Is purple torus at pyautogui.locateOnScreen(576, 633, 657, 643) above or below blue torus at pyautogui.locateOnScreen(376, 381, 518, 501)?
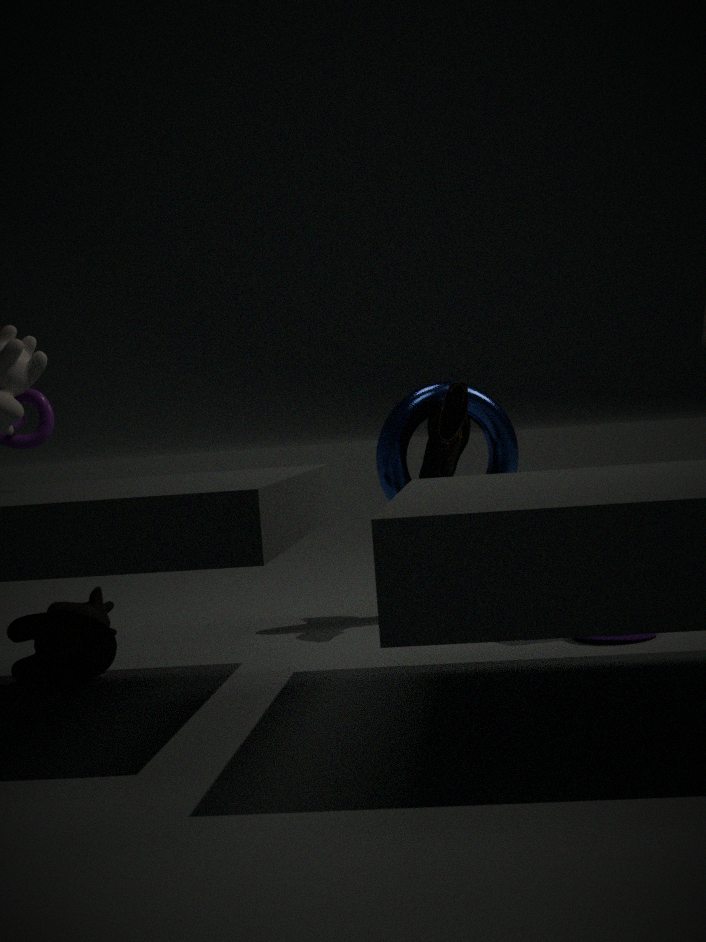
below
